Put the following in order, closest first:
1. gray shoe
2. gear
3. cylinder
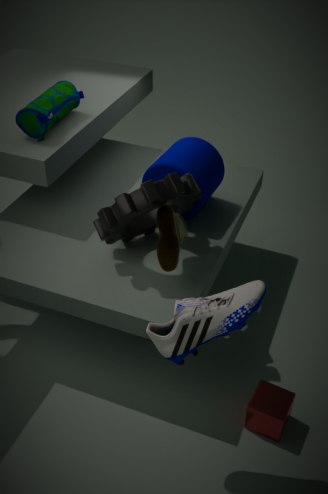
gray shoe → gear → cylinder
